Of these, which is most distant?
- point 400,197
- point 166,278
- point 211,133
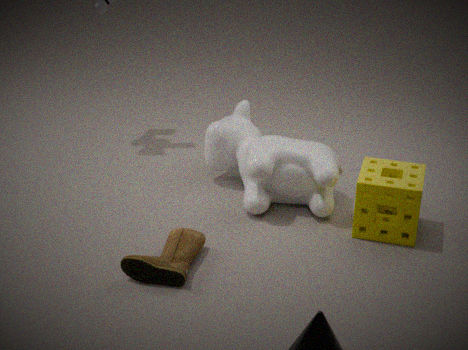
point 211,133
